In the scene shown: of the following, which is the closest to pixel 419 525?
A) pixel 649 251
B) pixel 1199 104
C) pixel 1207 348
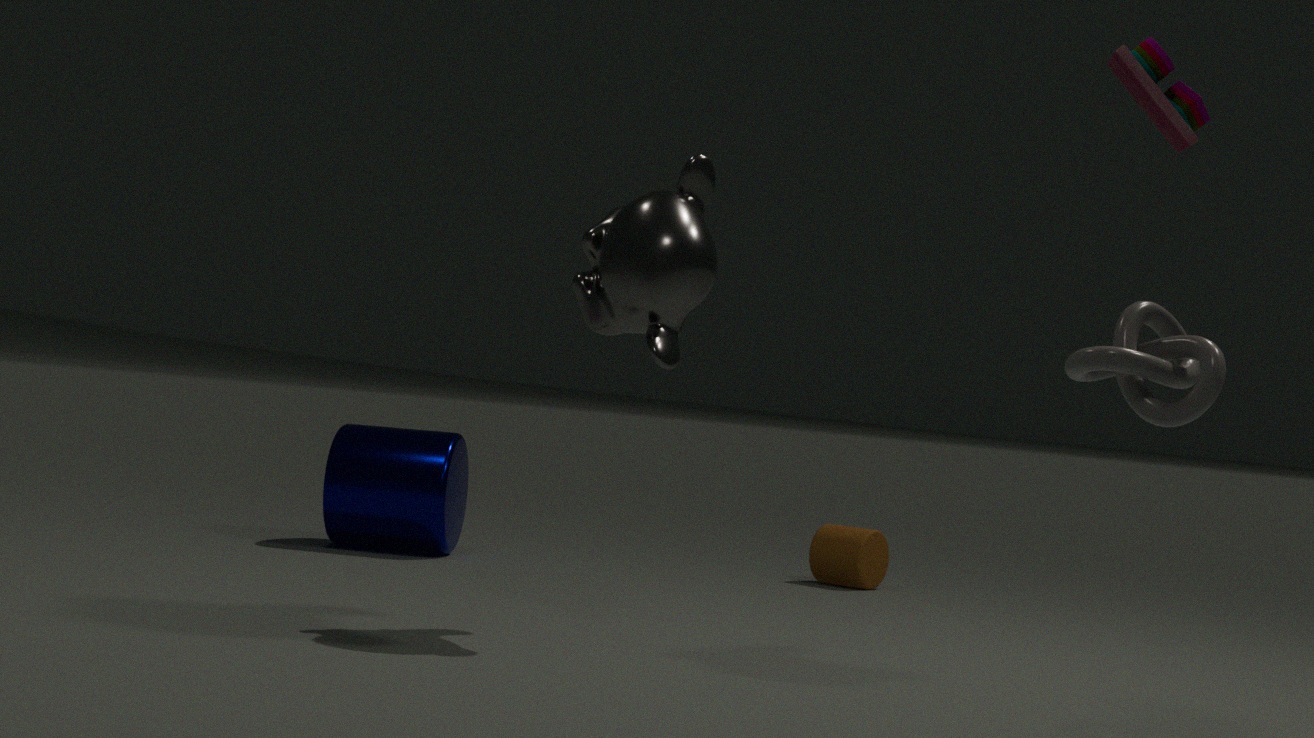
pixel 649 251
